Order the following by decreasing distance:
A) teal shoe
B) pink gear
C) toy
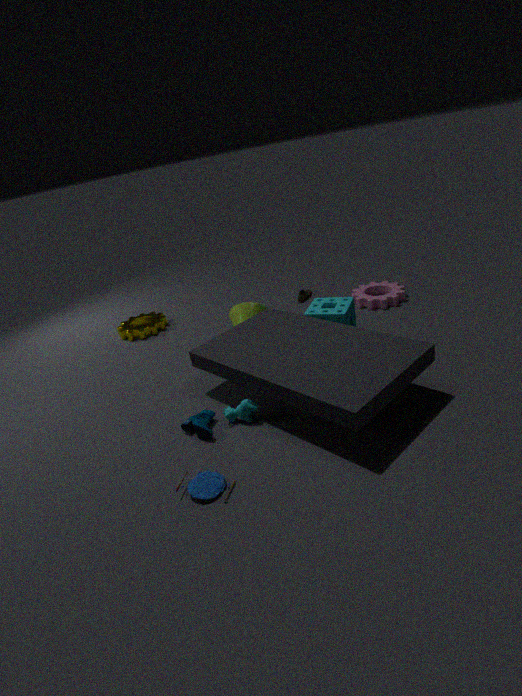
pink gear
teal shoe
toy
